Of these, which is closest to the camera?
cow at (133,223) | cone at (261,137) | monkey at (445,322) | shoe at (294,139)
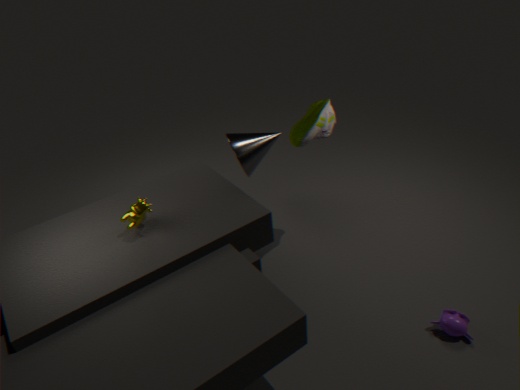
cow at (133,223)
